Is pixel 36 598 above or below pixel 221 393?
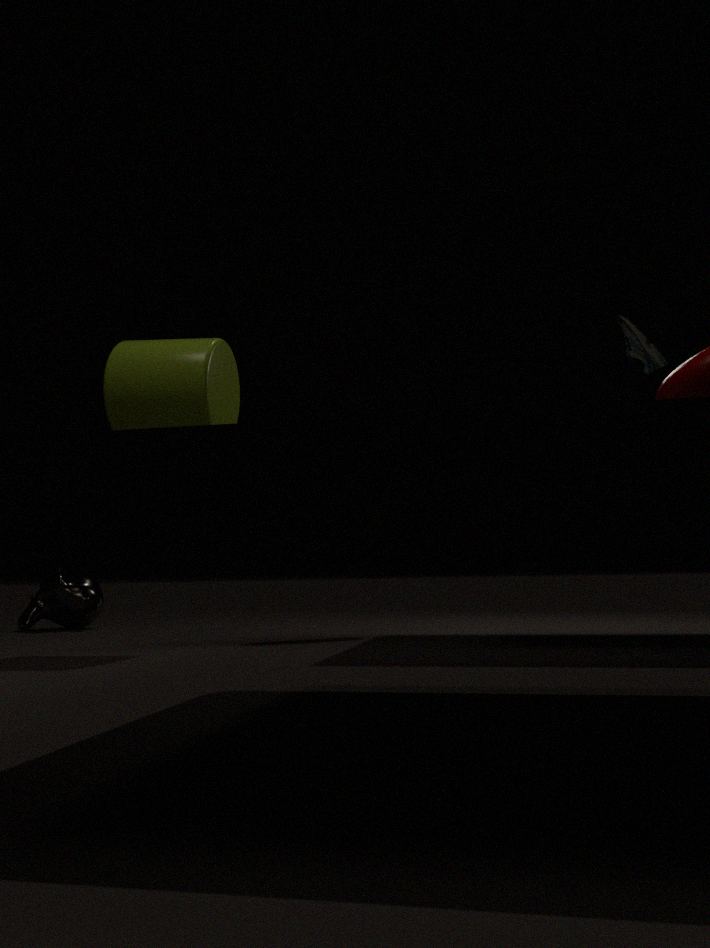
below
